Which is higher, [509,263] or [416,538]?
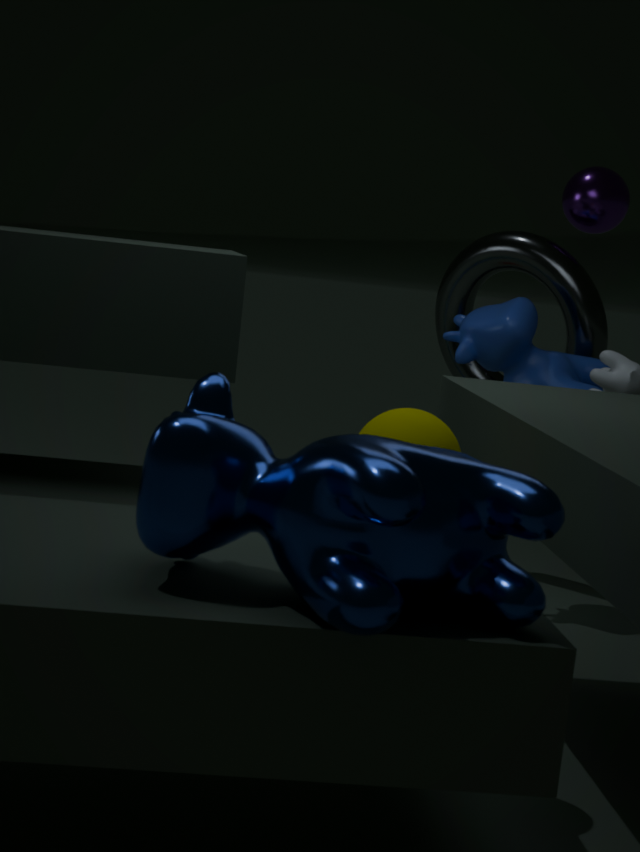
[509,263]
